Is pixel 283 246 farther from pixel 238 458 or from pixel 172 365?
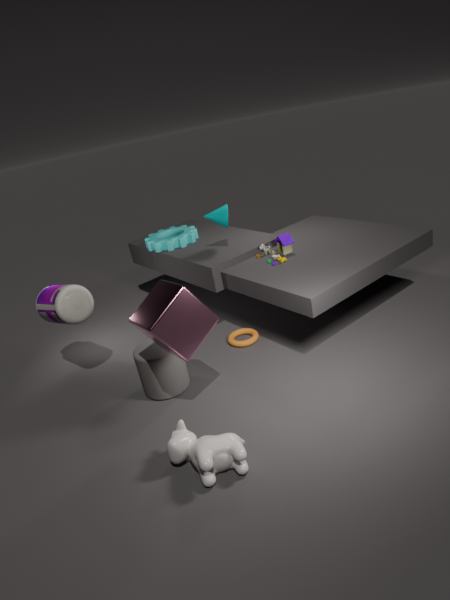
pixel 238 458
